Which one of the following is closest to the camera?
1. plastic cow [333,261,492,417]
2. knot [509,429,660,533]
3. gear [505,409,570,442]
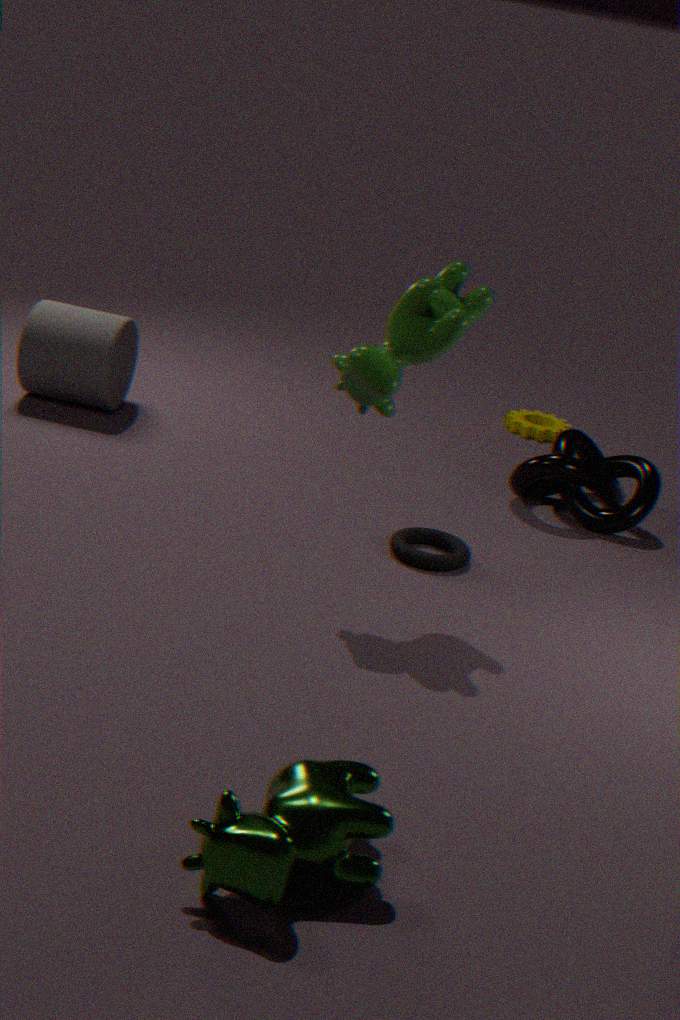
plastic cow [333,261,492,417]
